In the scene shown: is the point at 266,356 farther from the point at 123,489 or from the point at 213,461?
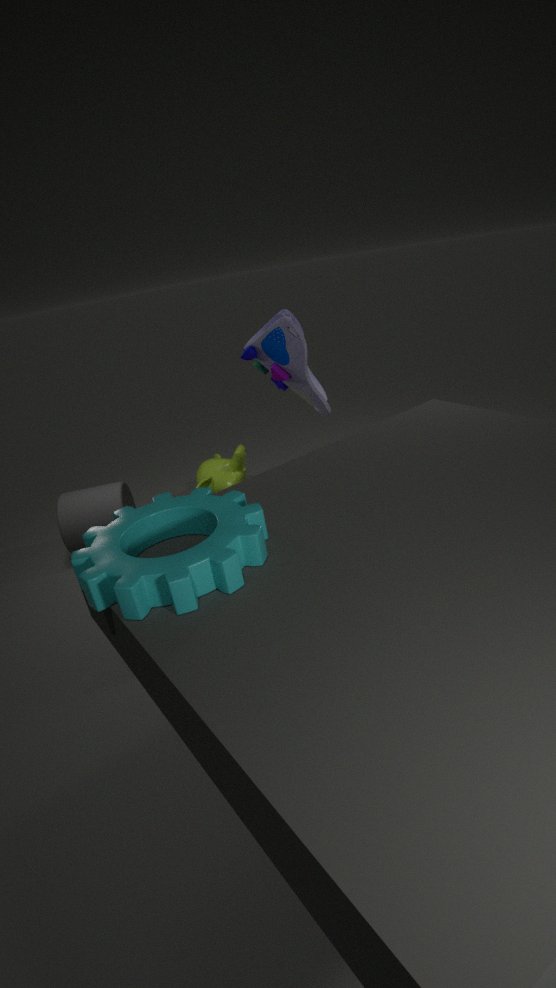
the point at 123,489
